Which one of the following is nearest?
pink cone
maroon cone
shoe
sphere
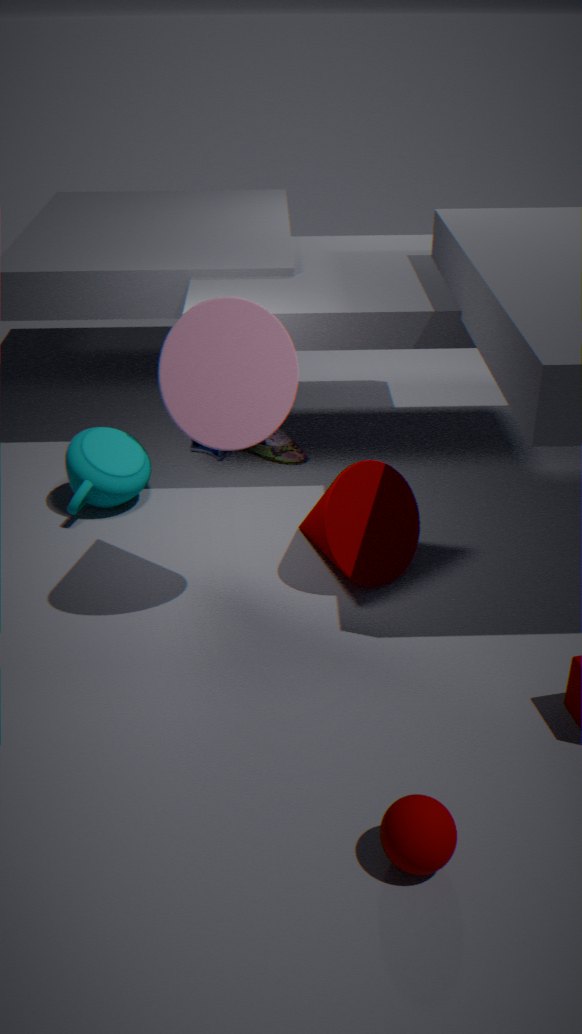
sphere
